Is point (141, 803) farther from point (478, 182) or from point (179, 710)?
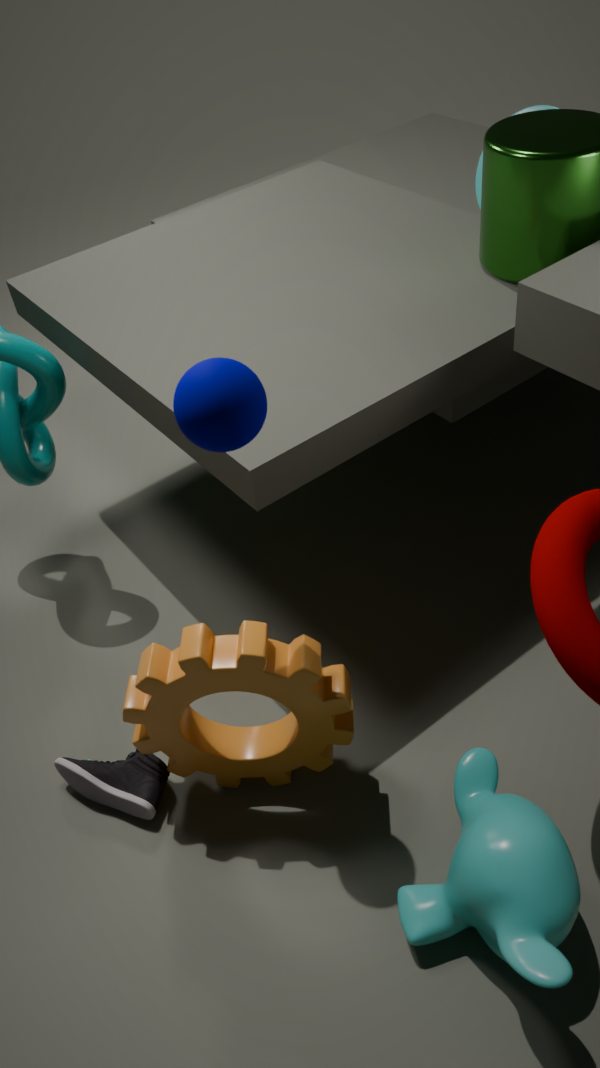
point (478, 182)
